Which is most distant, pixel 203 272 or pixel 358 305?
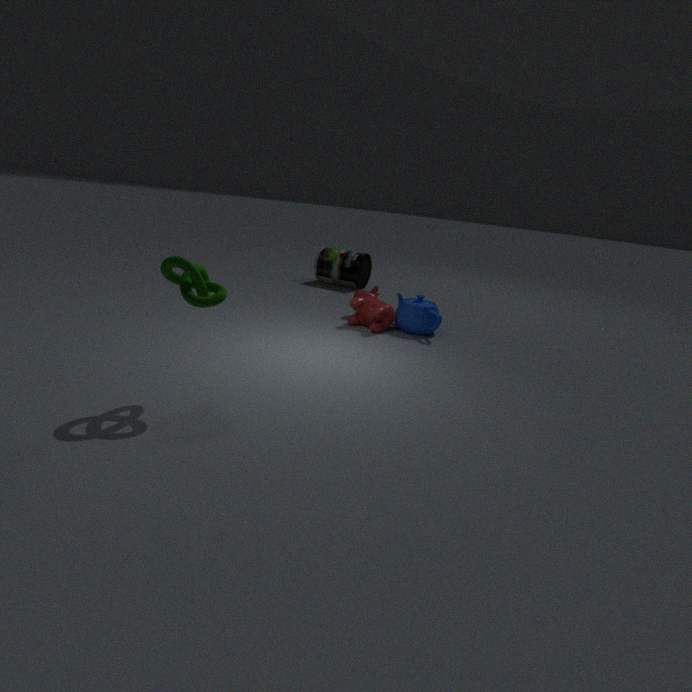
pixel 358 305
